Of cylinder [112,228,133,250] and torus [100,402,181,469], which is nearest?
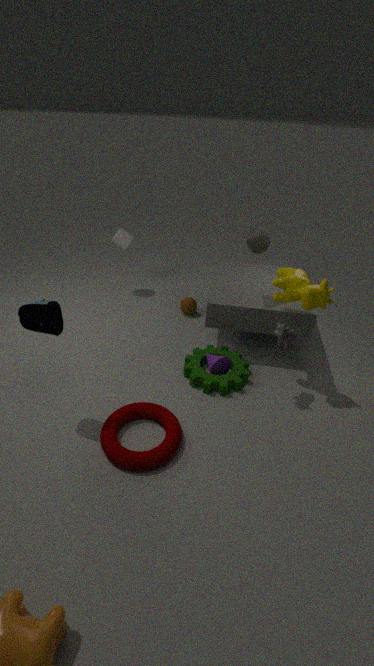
torus [100,402,181,469]
